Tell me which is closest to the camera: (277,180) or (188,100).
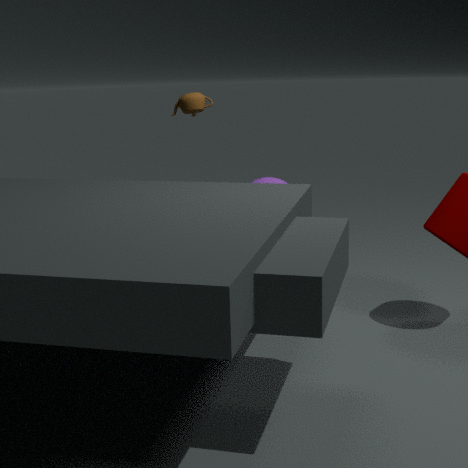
(277,180)
